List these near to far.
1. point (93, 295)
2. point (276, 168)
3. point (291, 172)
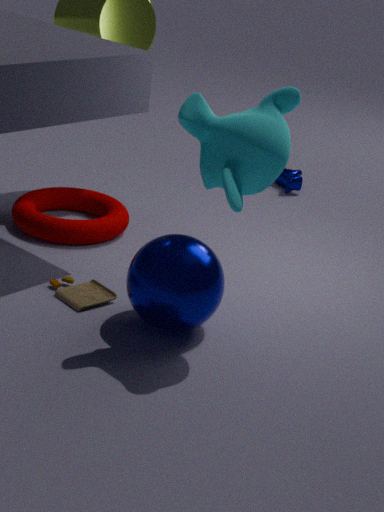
point (276, 168) < point (93, 295) < point (291, 172)
